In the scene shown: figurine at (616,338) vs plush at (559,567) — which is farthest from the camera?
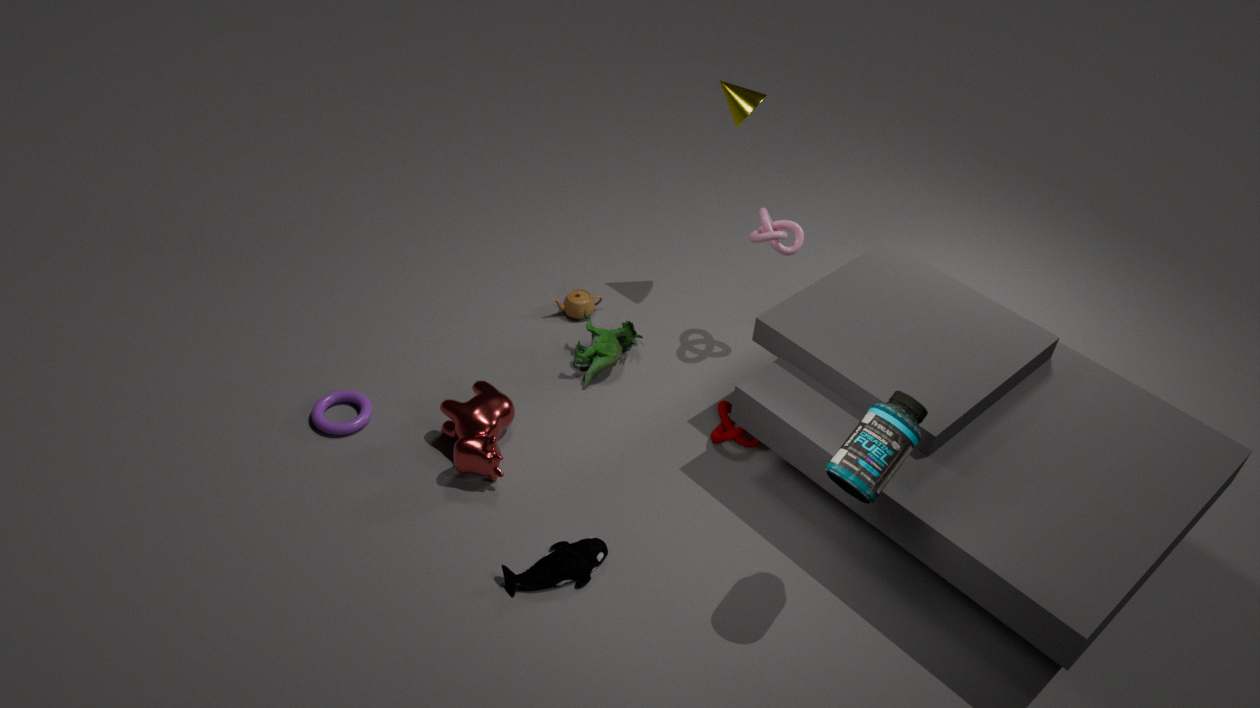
figurine at (616,338)
